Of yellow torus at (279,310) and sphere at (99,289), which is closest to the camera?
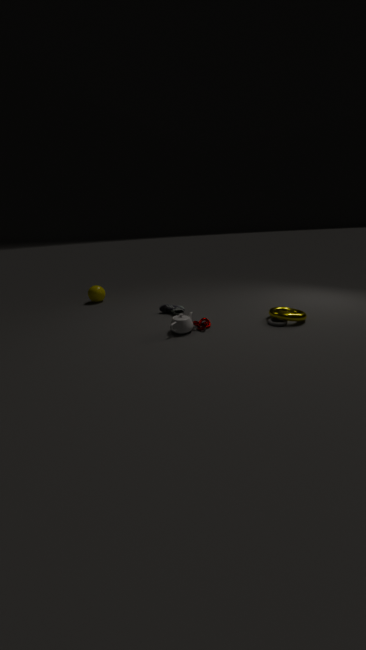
yellow torus at (279,310)
